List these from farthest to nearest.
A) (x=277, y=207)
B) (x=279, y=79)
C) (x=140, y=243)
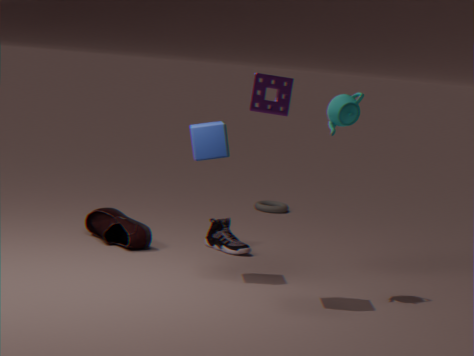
(x=277, y=207)
(x=140, y=243)
(x=279, y=79)
